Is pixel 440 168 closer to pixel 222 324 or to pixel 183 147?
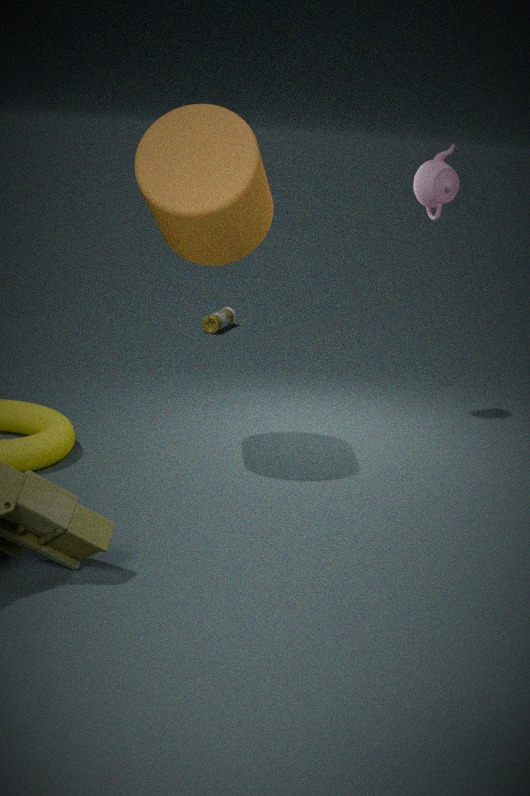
pixel 183 147
